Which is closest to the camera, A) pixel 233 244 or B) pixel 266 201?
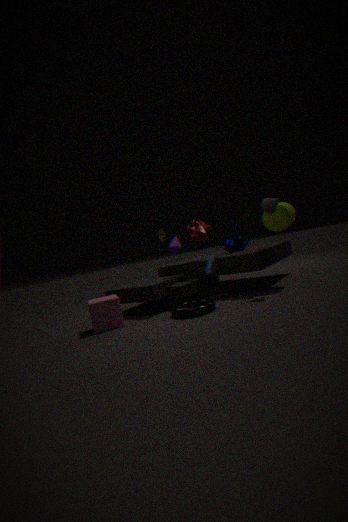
B. pixel 266 201
